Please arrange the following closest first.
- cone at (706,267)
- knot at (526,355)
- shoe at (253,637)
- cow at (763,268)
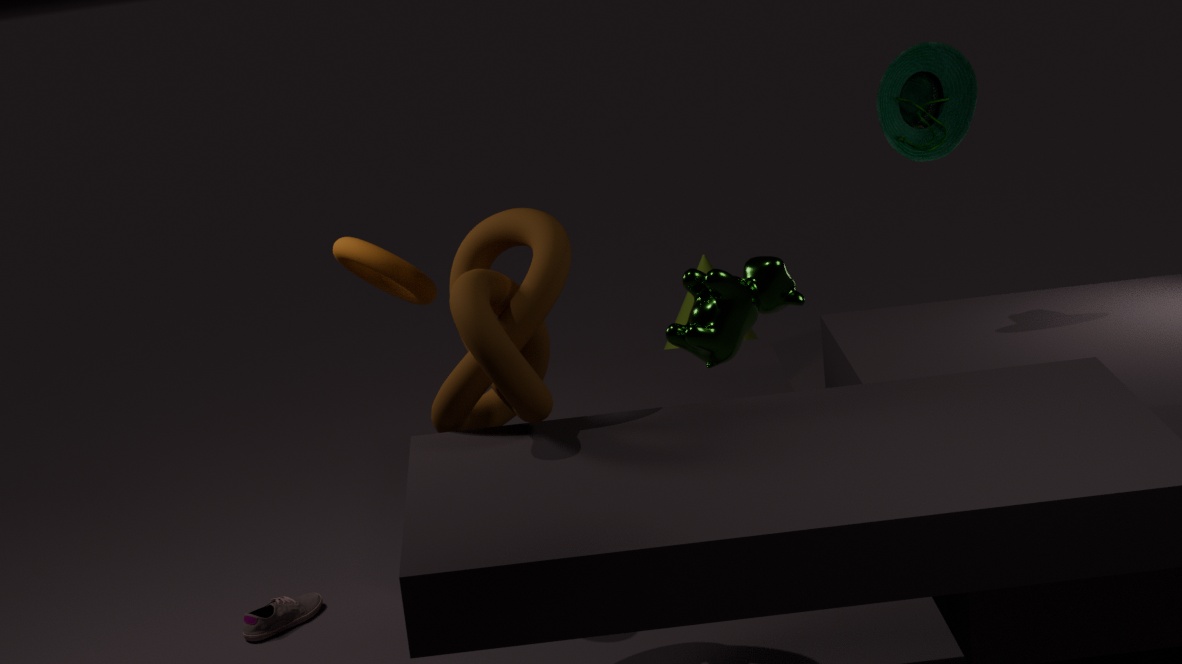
cow at (763,268)
knot at (526,355)
shoe at (253,637)
cone at (706,267)
